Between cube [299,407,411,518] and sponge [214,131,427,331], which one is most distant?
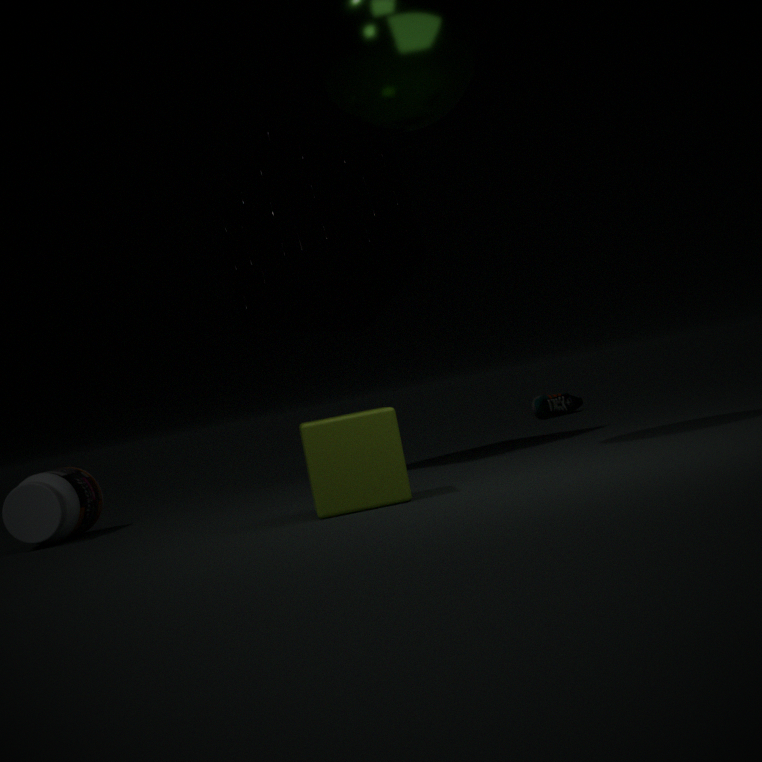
sponge [214,131,427,331]
